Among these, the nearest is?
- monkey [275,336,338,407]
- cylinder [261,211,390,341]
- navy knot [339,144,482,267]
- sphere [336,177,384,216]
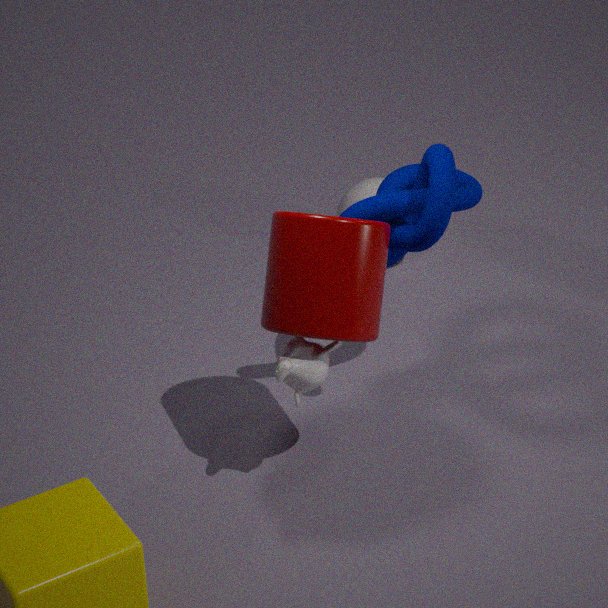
cylinder [261,211,390,341]
